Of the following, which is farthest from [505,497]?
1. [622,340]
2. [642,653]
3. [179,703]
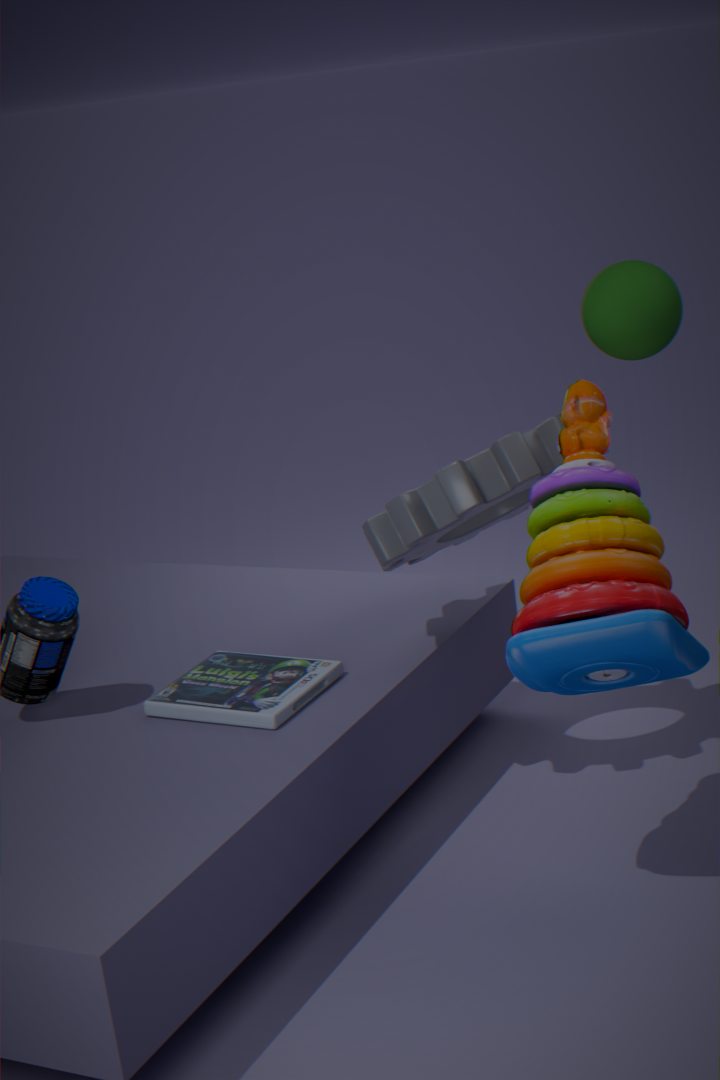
[622,340]
